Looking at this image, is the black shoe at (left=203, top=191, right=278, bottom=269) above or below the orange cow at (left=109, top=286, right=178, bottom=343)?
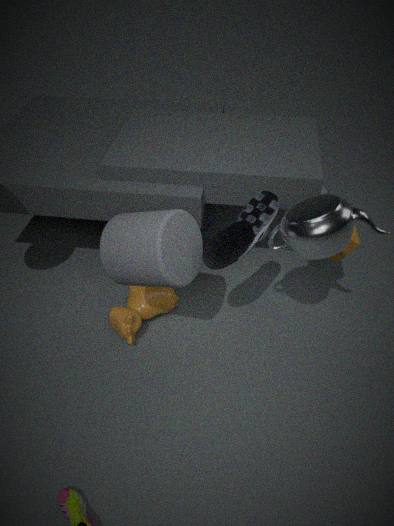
above
